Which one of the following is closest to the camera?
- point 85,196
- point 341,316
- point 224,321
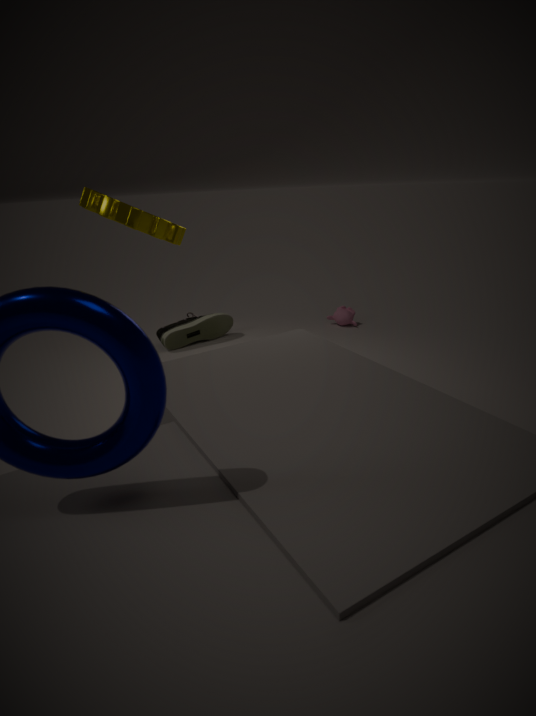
point 85,196
